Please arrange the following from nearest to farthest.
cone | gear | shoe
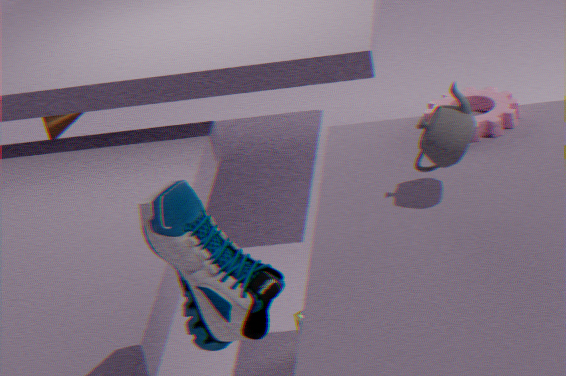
shoe
gear
cone
